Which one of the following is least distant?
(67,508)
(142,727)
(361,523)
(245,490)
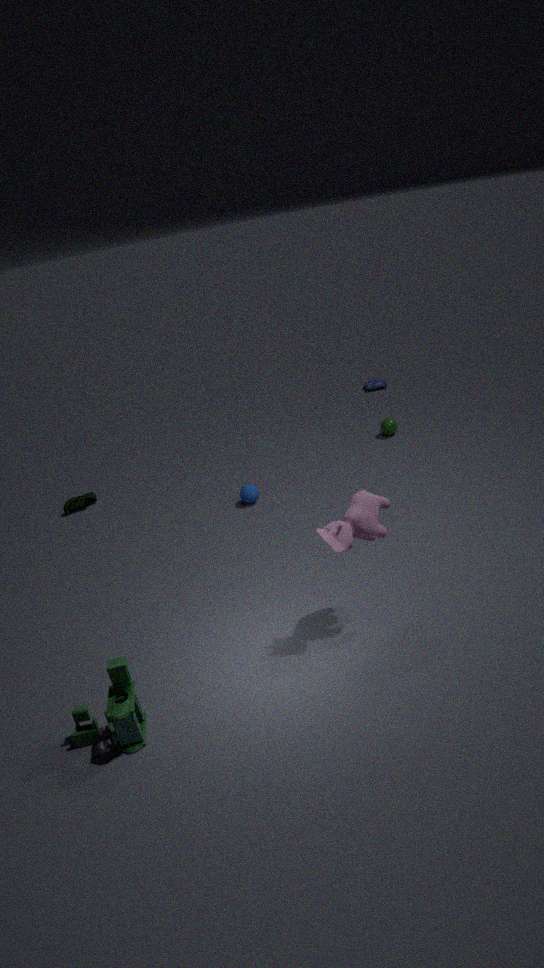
(142,727)
